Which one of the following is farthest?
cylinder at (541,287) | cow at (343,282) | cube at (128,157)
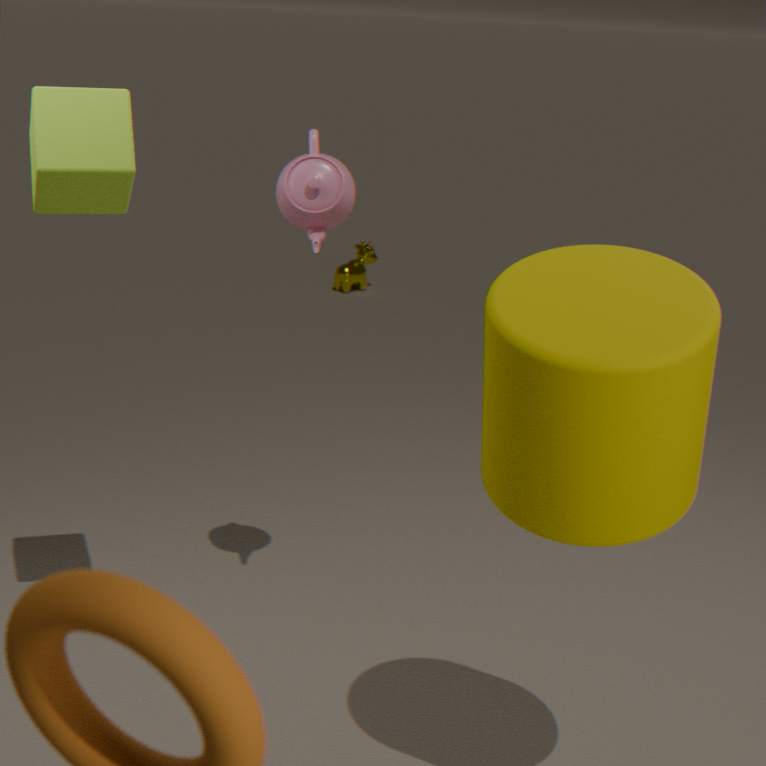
cow at (343,282)
